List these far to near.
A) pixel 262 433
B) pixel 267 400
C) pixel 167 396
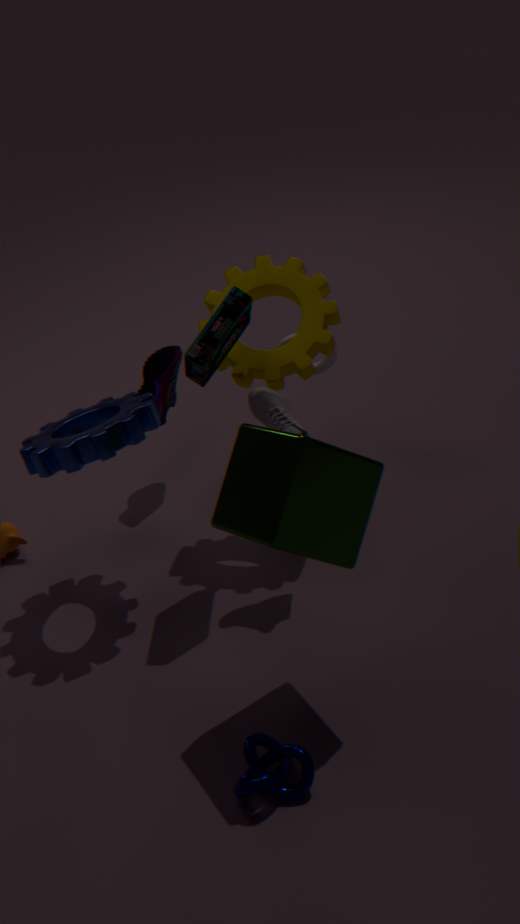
pixel 167 396 < pixel 267 400 < pixel 262 433
